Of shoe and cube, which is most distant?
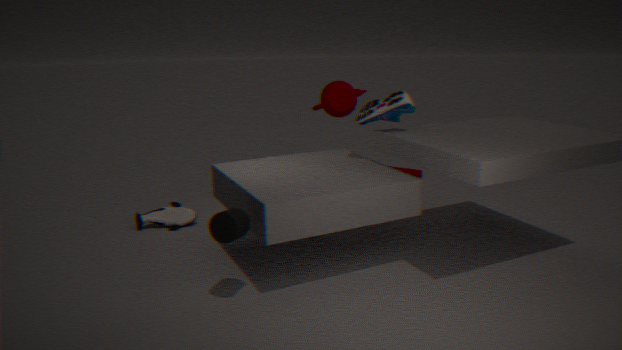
cube
